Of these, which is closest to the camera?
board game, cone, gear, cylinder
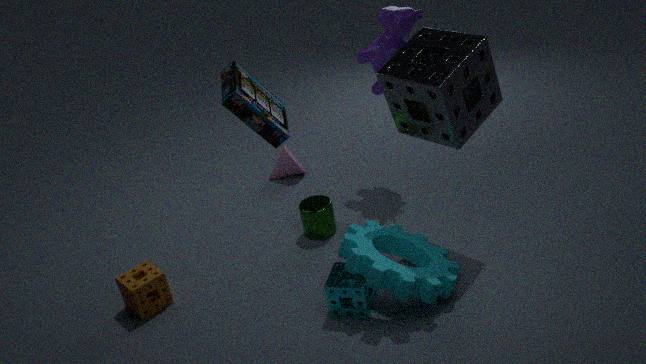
board game
